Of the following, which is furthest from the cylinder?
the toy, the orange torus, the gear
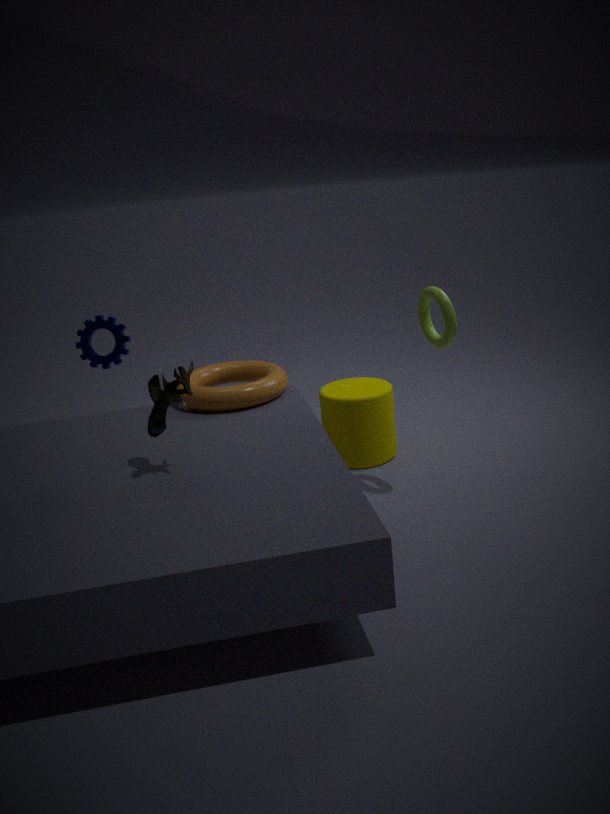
the toy
